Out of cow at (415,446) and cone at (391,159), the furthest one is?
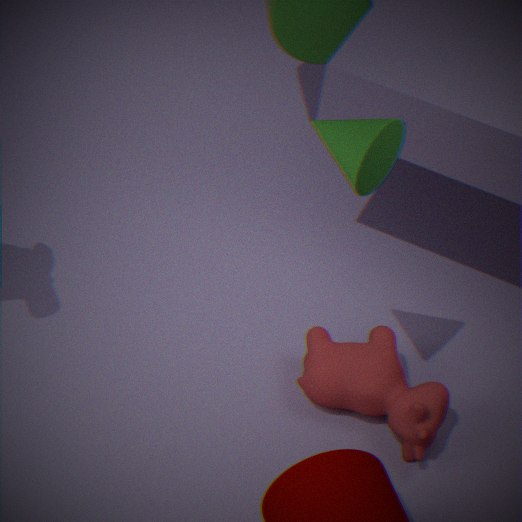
cow at (415,446)
